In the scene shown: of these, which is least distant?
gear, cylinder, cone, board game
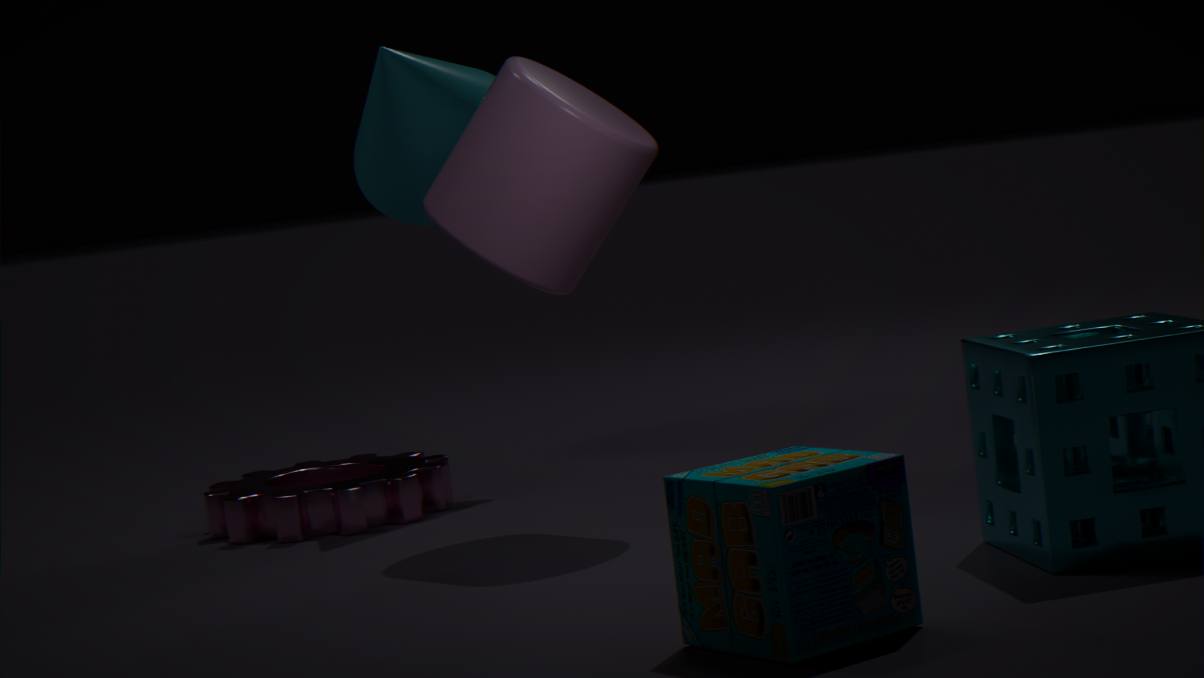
board game
